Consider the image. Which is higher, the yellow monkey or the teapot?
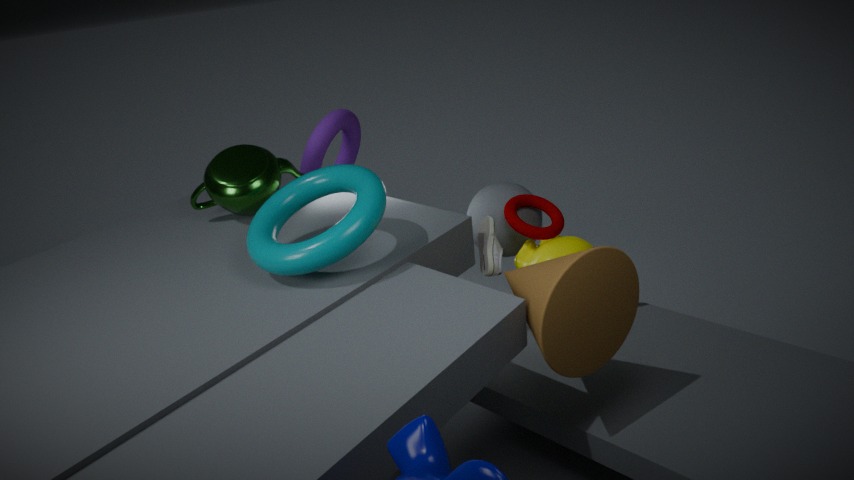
the teapot
